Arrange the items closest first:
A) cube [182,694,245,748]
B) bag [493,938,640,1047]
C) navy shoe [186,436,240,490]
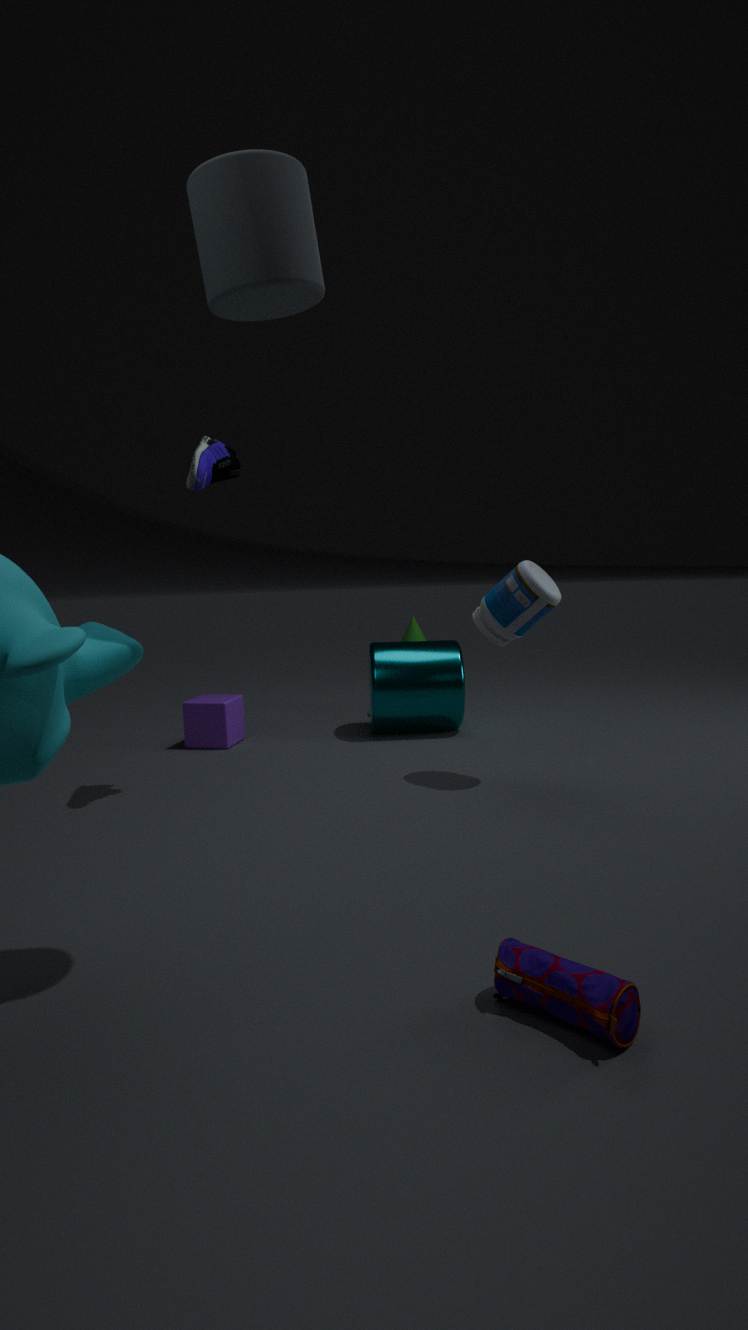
bag [493,938,640,1047] < navy shoe [186,436,240,490] < cube [182,694,245,748]
